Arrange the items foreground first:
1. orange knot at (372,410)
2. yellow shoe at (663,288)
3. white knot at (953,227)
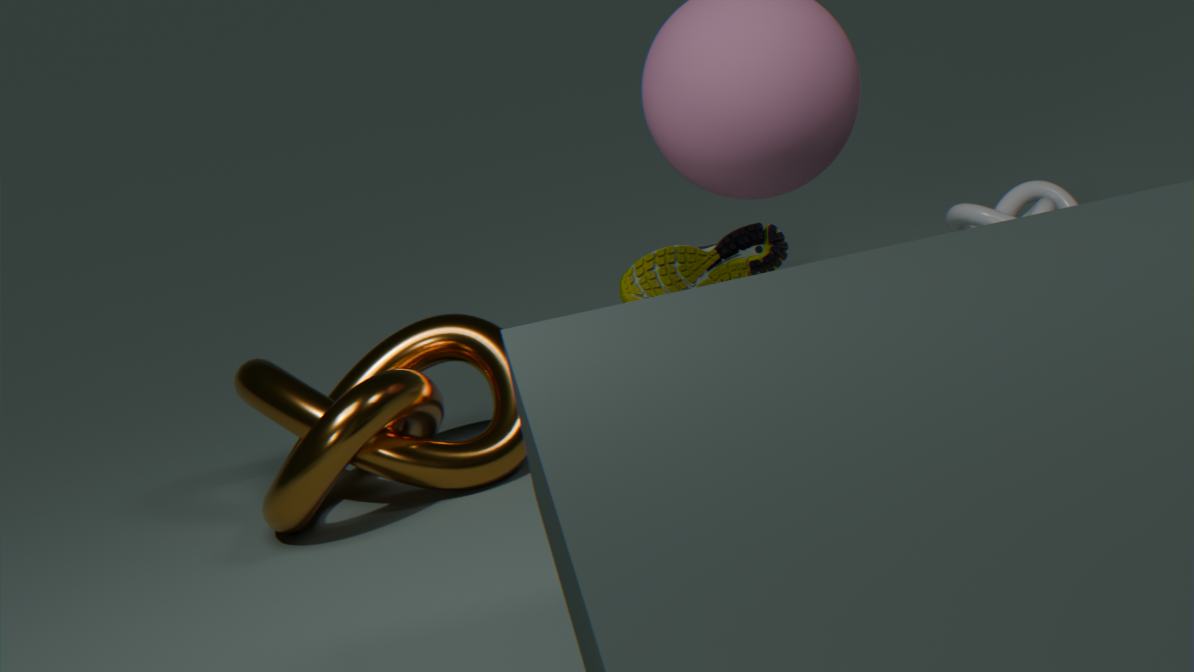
orange knot at (372,410) < white knot at (953,227) < yellow shoe at (663,288)
